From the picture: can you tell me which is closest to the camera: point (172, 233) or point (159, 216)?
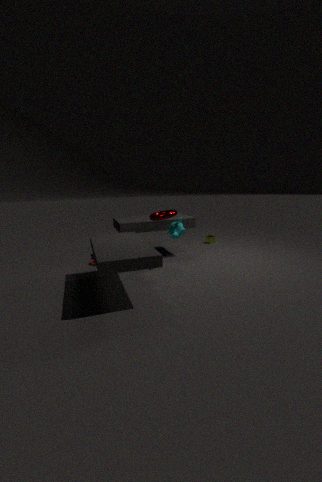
point (159, 216)
